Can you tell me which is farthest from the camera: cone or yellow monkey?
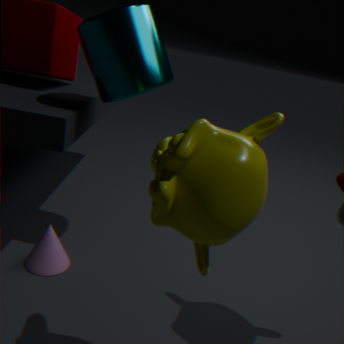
cone
